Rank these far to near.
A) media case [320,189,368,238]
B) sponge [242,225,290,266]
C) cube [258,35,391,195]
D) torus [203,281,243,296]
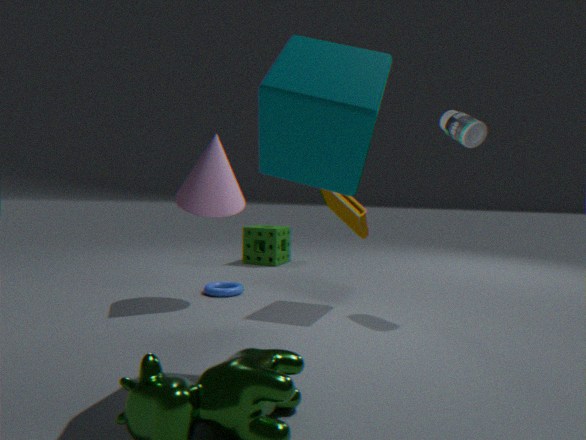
sponge [242,225,290,266] → torus [203,281,243,296] → media case [320,189,368,238] → cube [258,35,391,195]
